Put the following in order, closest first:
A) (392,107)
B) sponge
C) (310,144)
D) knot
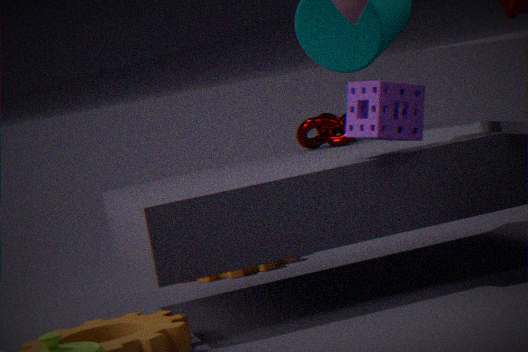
sponge → knot → (392,107) → (310,144)
